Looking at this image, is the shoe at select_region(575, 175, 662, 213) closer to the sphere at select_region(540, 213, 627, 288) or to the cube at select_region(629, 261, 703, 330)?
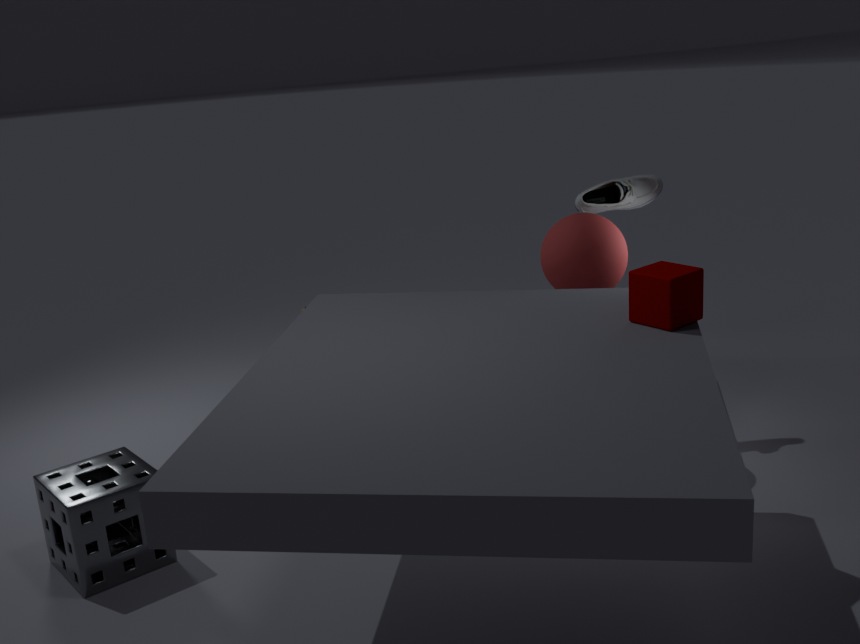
the sphere at select_region(540, 213, 627, 288)
